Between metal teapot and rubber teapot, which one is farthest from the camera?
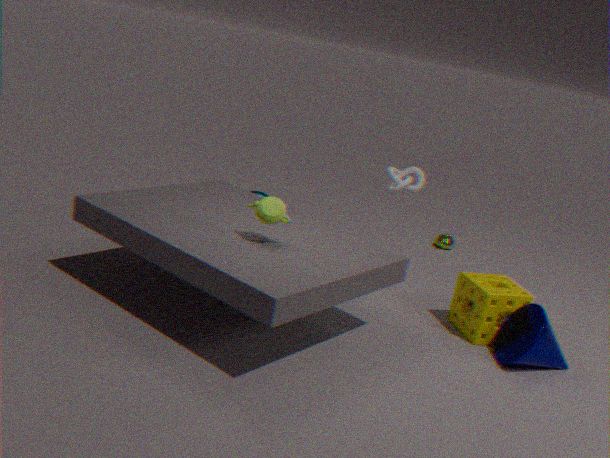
metal teapot
